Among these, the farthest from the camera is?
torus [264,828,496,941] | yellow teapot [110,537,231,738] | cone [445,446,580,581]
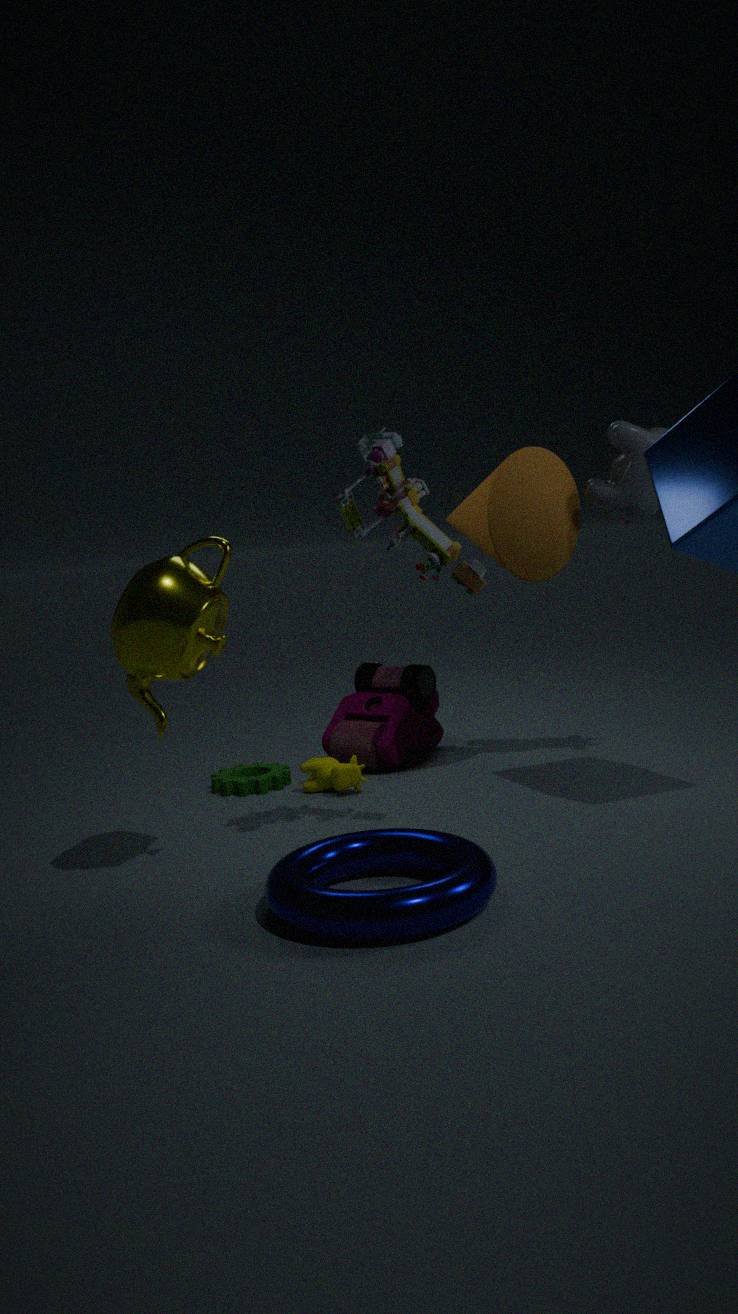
cone [445,446,580,581]
